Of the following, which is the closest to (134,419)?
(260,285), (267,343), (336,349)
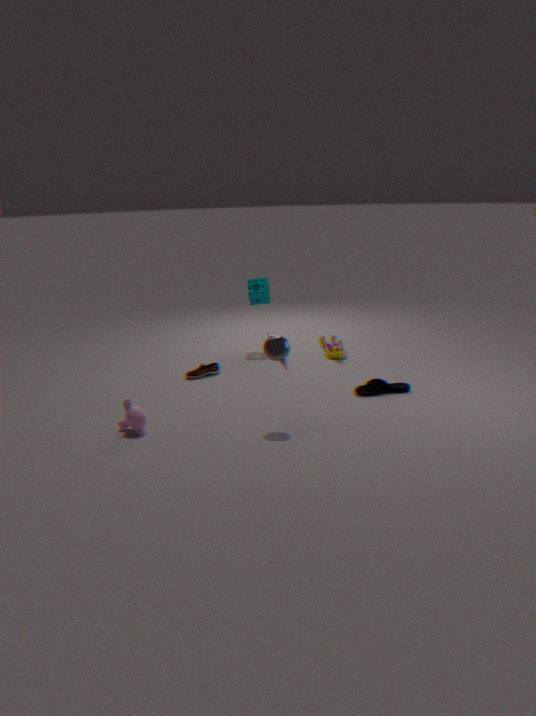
(267,343)
